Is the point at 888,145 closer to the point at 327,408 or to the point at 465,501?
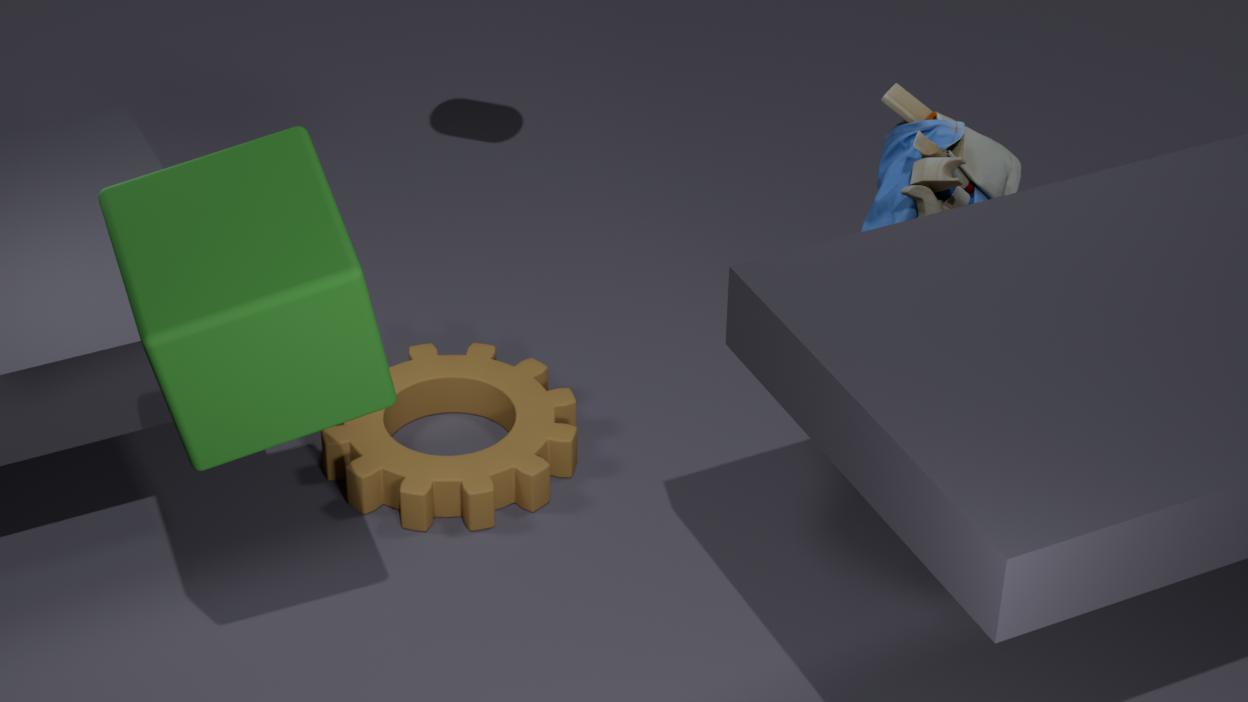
the point at 465,501
